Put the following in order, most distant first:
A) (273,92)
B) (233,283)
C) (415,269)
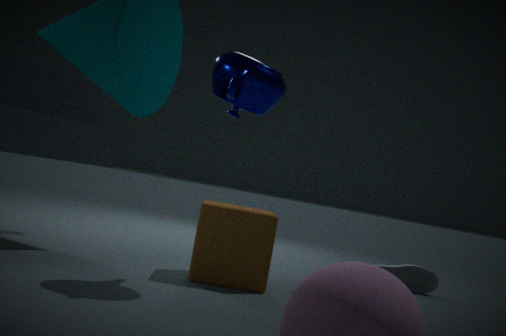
1. (415,269)
2. (233,283)
3. (273,92)
